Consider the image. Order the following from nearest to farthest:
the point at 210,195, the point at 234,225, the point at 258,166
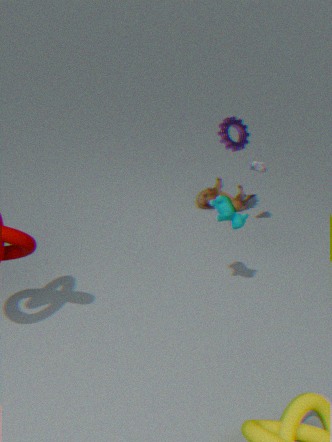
the point at 234,225, the point at 258,166, the point at 210,195
